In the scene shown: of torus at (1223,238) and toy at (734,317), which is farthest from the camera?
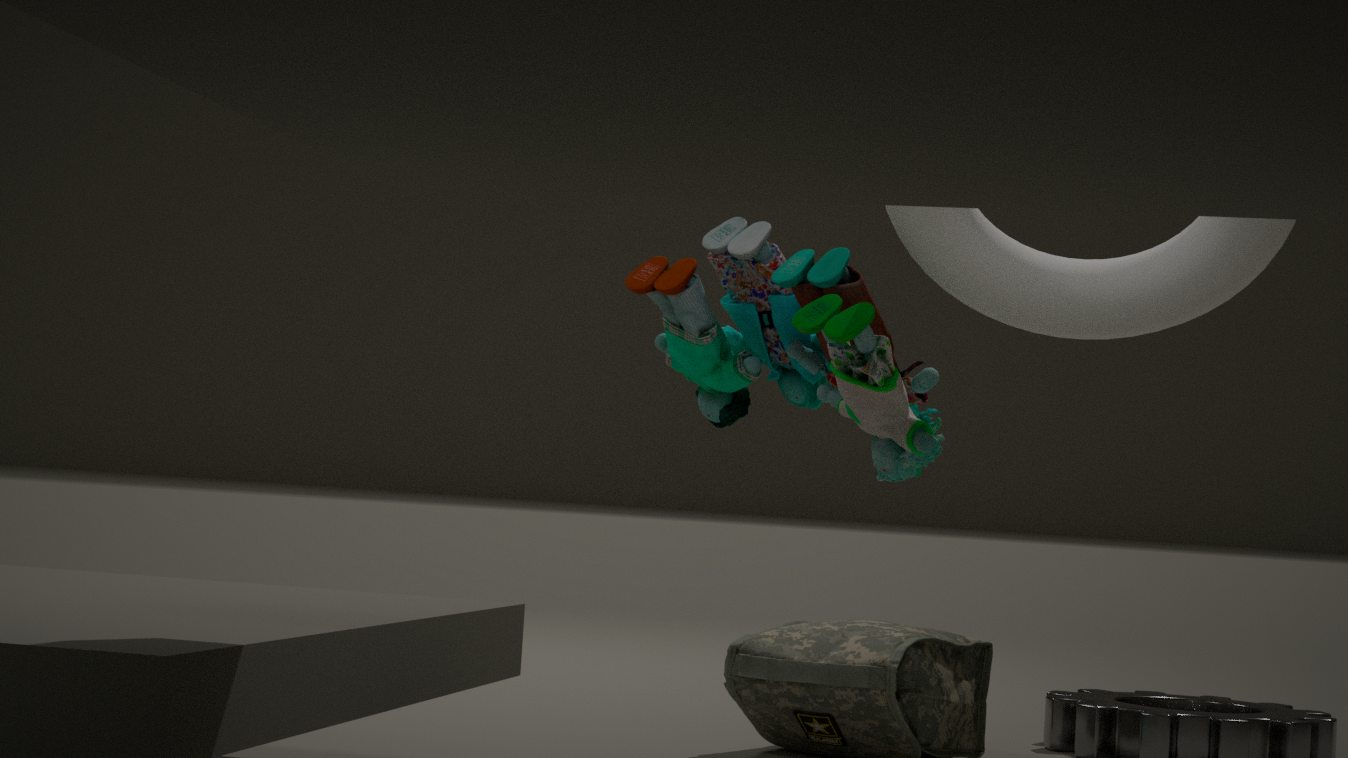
toy at (734,317)
